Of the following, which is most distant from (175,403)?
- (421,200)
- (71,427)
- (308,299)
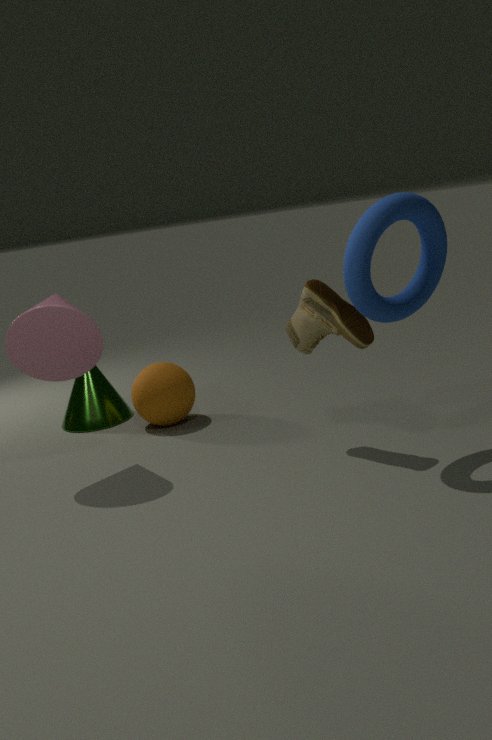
(421,200)
